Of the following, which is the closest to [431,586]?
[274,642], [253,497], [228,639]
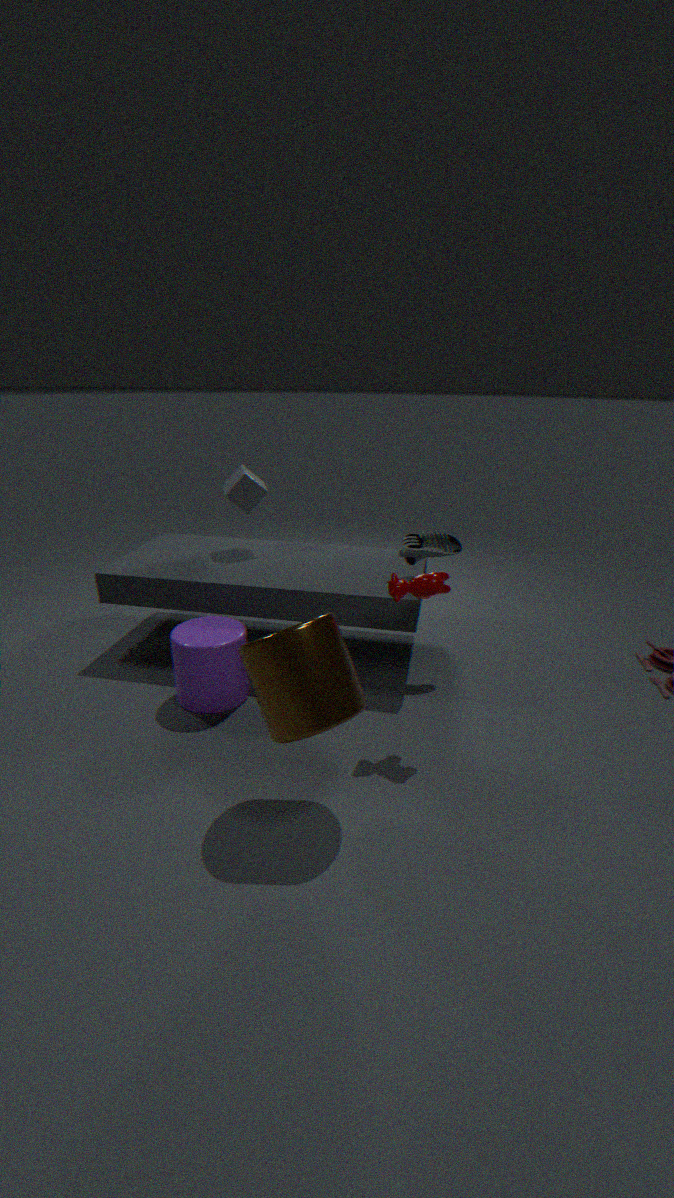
[274,642]
